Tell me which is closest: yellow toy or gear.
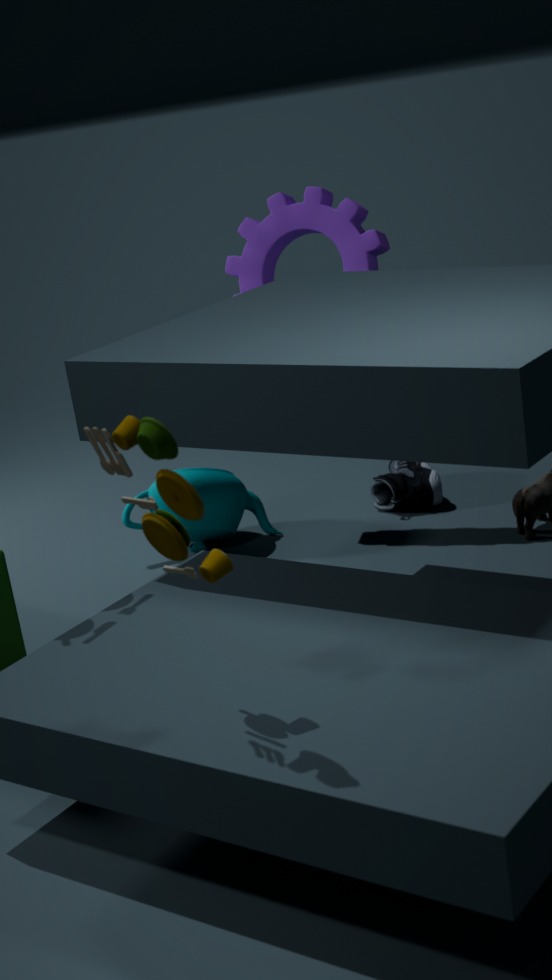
yellow toy
